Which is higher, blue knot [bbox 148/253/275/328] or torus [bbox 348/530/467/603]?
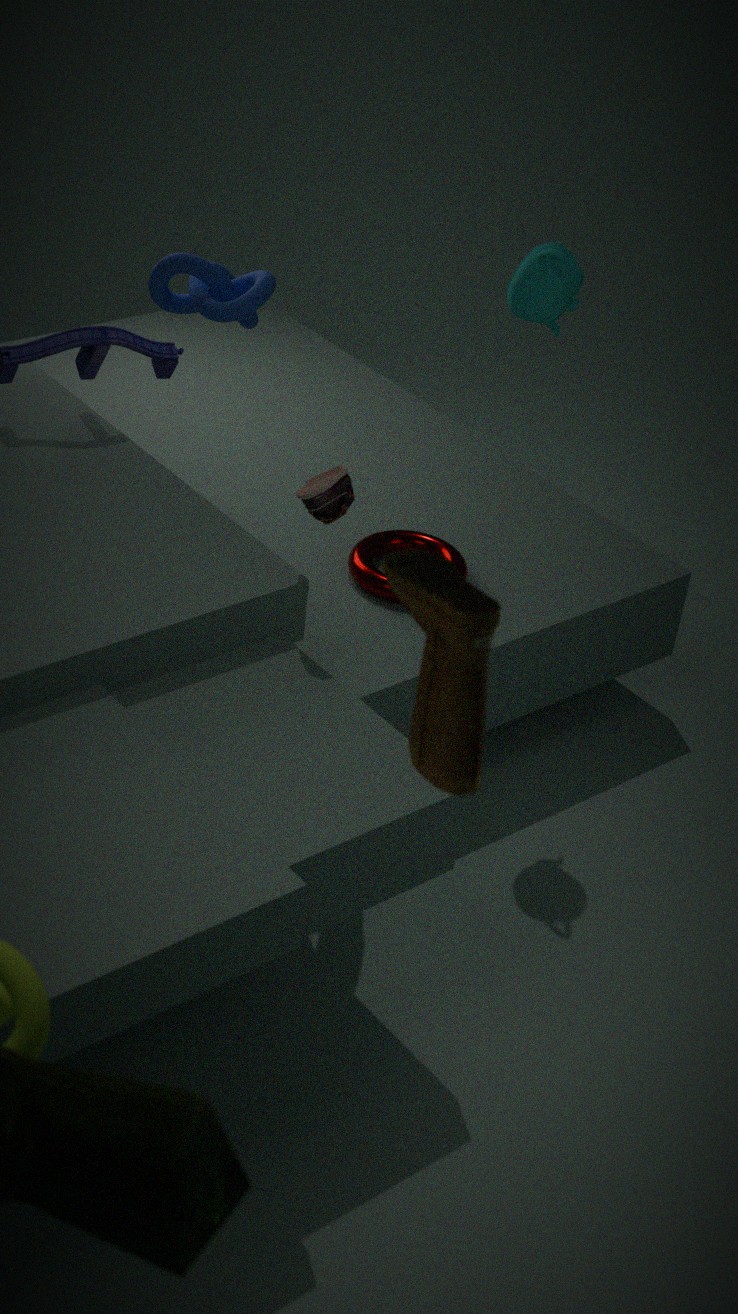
blue knot [bbox 148/253/275/328]
